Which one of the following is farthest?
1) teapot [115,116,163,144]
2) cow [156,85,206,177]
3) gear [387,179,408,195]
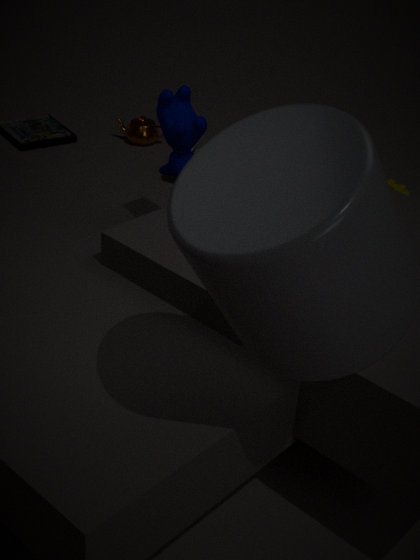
1. teapot [115,116,163,144]
